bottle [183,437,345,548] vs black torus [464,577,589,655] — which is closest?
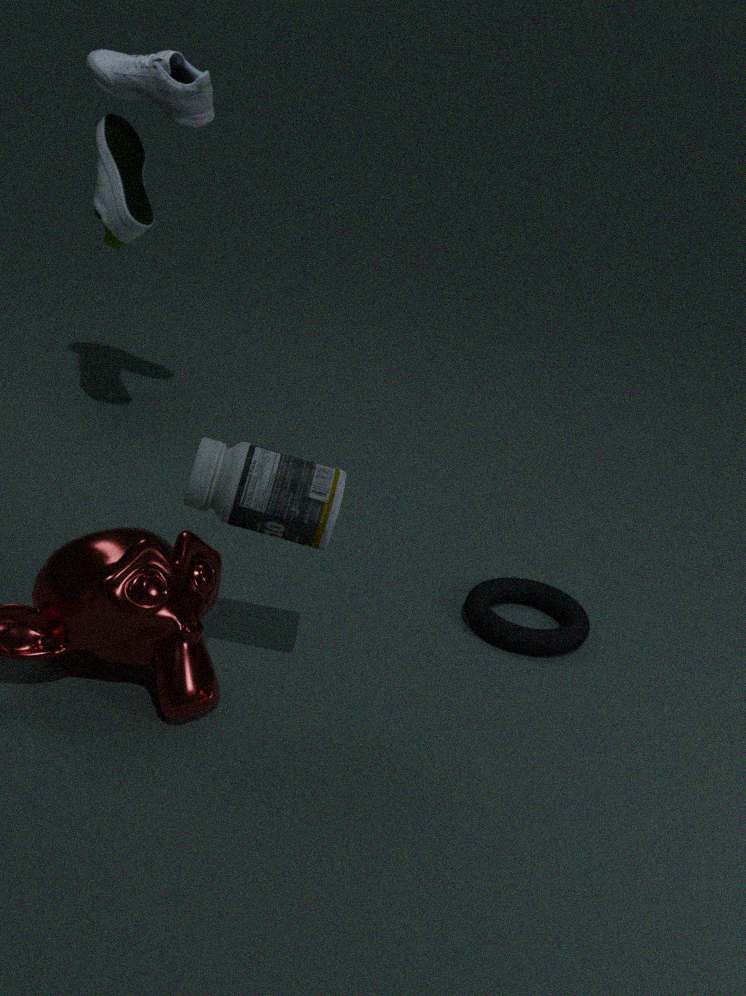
bottle [183,437,345,548]
